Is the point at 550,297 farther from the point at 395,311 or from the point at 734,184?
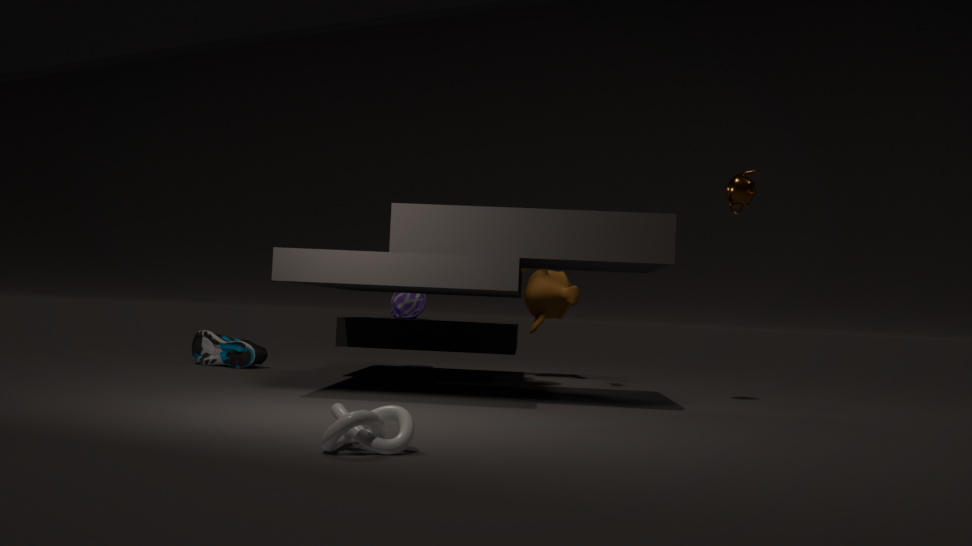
the point at 734,184
